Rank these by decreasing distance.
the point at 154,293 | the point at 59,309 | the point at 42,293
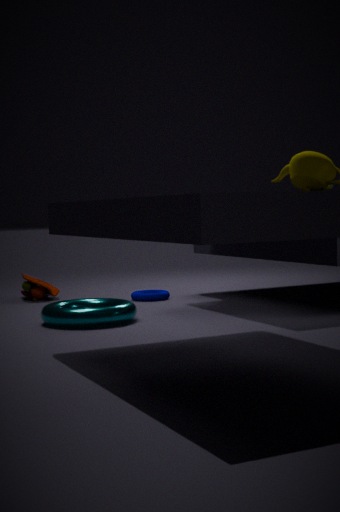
the point at 42,293
the point at 154,293
the point at 59,309
